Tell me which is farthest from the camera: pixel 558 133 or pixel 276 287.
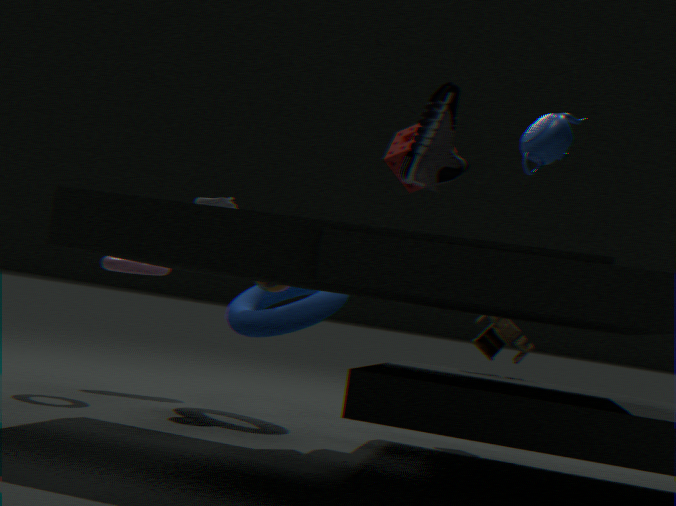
pixel 276 287
